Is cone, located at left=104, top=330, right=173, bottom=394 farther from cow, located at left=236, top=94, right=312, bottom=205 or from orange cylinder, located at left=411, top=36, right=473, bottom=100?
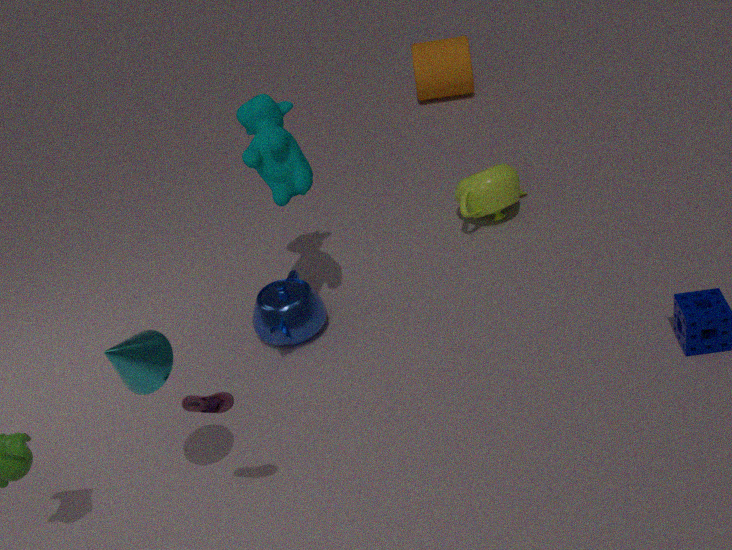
orange cylinder, located at left=411, top=36, right=473, bottom=100
